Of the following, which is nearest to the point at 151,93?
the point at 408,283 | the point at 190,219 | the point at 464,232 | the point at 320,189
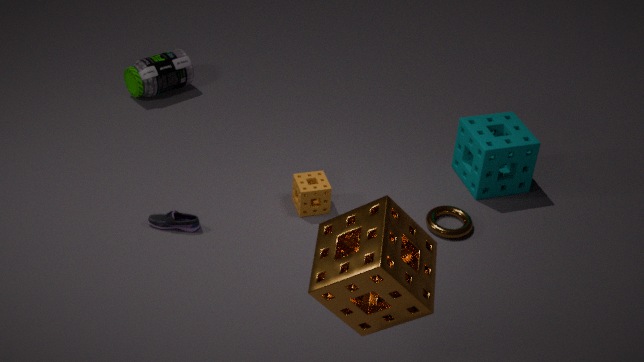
the point at 190,219
